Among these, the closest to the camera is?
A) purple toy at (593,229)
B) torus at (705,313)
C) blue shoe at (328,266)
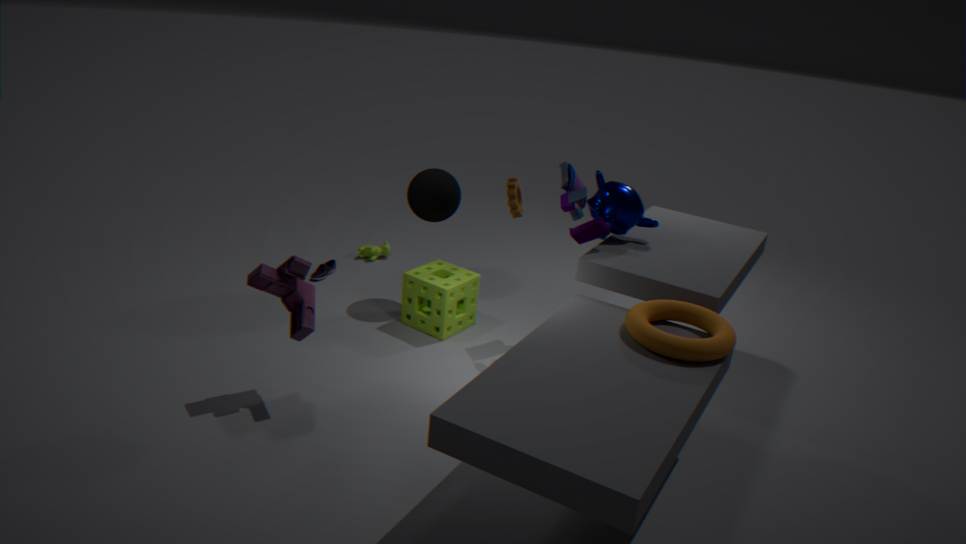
torus at (705,313)
